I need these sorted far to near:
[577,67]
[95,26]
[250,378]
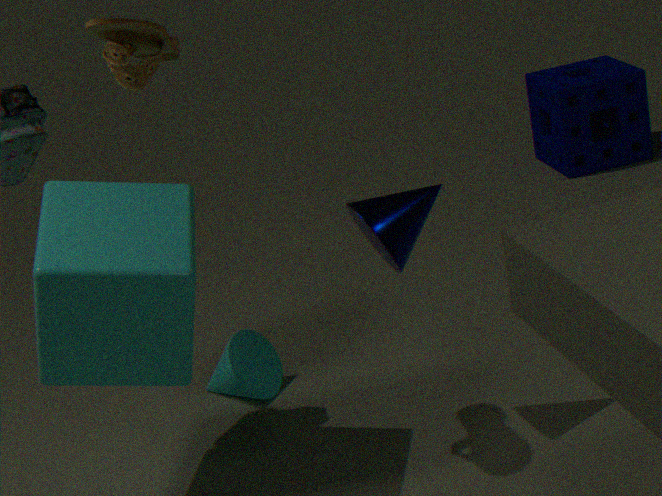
[577,67] < [250,378] < [95,26]
